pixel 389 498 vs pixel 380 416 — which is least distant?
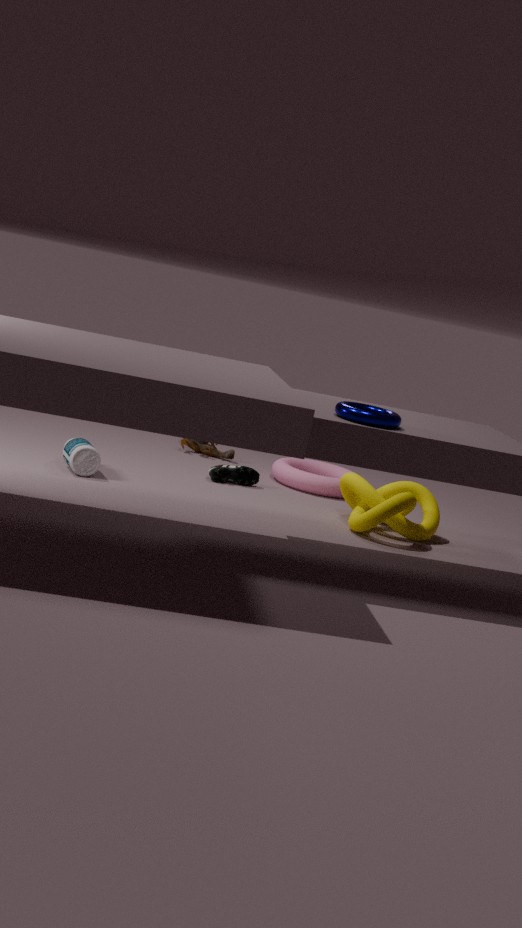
pixel 380 416
